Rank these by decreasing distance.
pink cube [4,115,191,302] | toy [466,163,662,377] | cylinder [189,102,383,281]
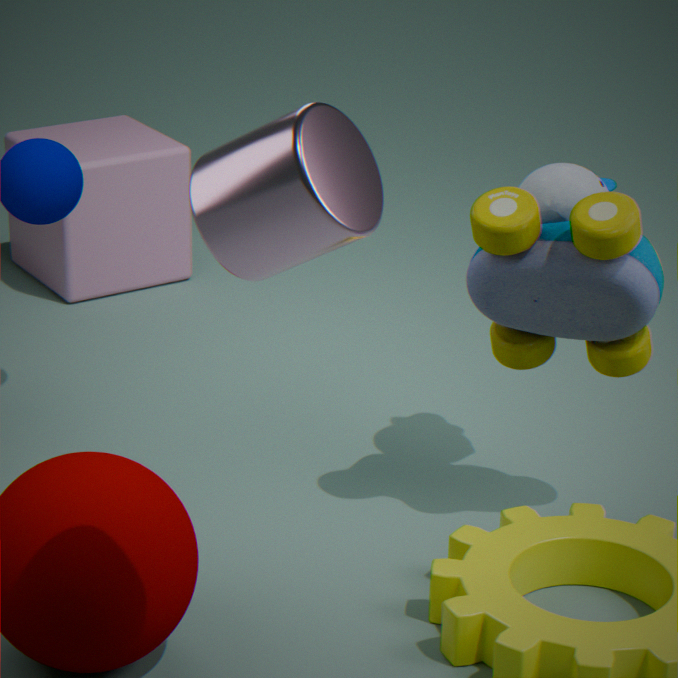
pink cube [4,115,191,302] → toy [466,163,662,377] → cylinder [189,102,383,281]
